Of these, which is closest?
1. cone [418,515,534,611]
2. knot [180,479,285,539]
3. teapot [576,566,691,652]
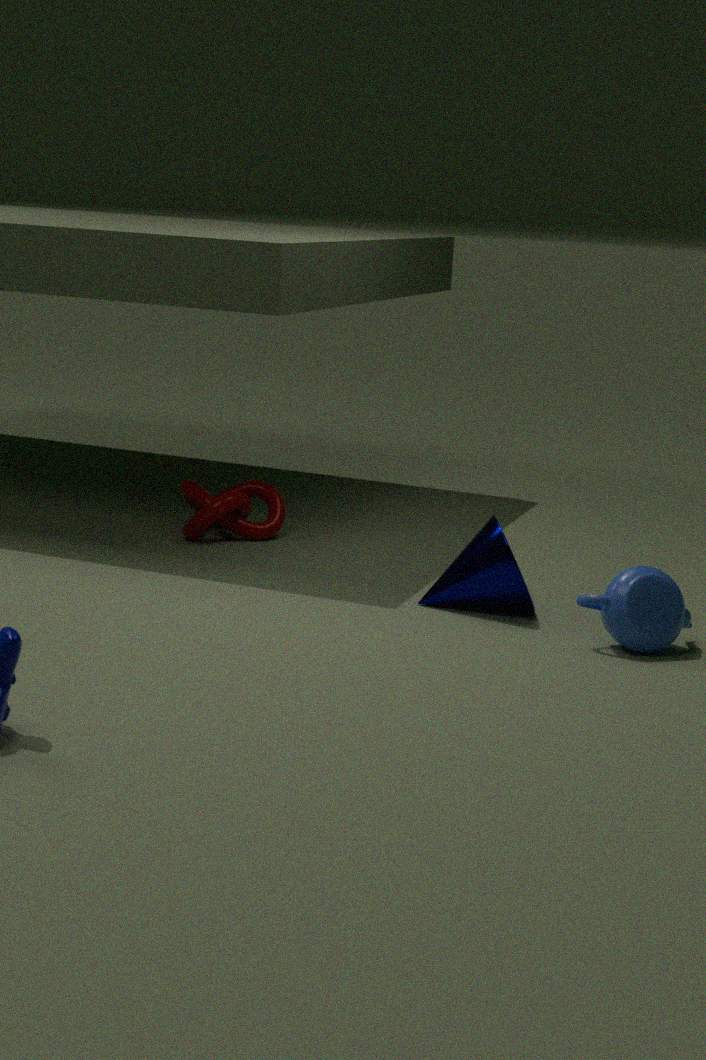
teapot [576,566,691,652]
